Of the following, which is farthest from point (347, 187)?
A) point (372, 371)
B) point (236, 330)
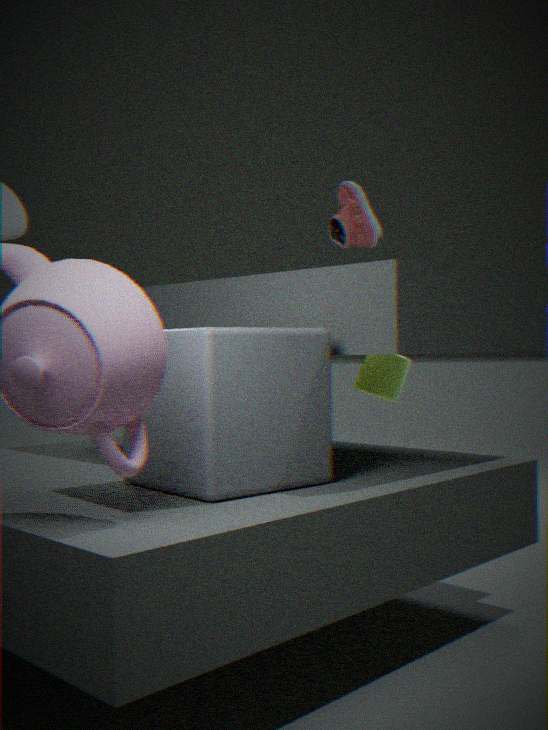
point (372, 371)
